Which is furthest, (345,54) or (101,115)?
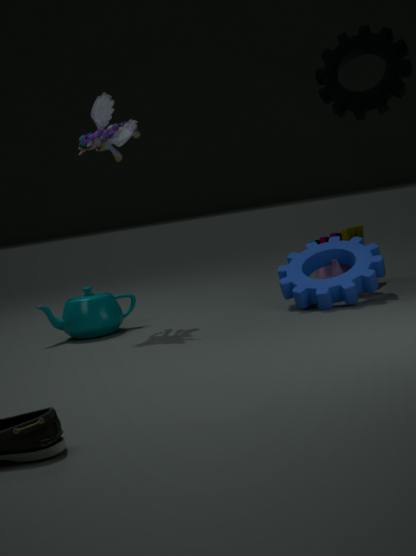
(101,115)
